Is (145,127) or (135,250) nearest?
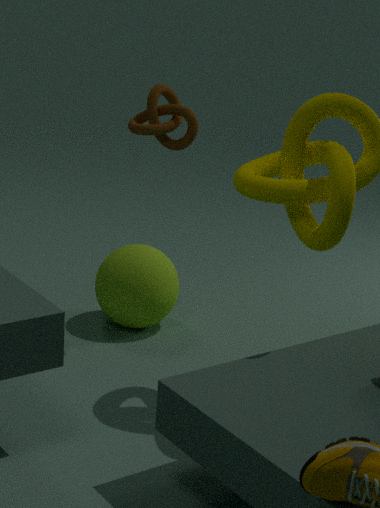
(145,127)
